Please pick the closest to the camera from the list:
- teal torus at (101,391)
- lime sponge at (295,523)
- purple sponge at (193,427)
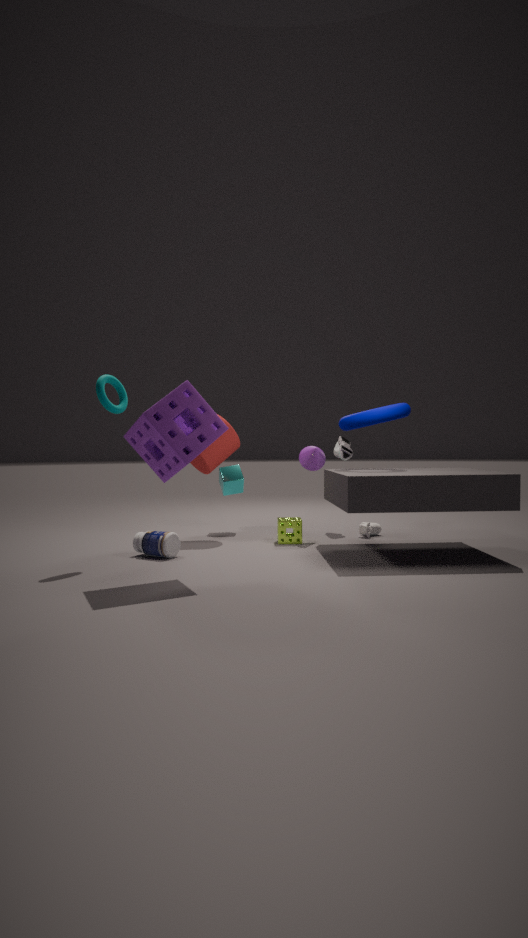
purple sponge at (193,427)
